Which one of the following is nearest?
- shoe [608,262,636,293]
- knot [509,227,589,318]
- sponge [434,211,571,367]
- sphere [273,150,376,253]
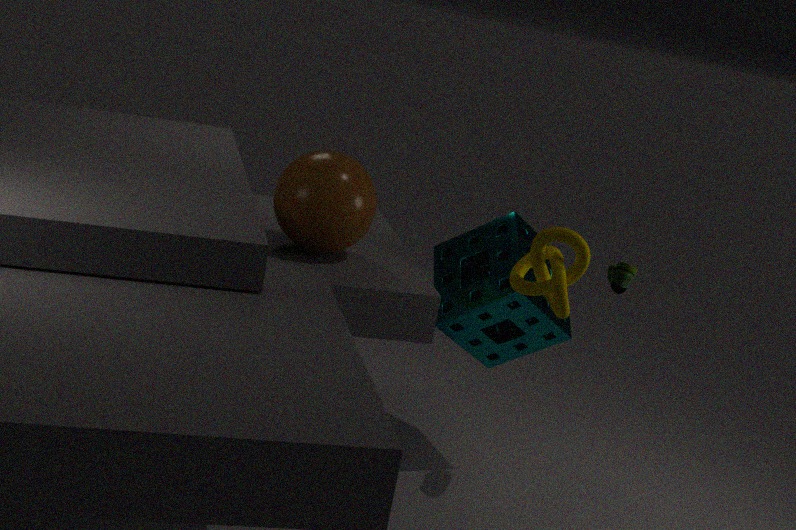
knot [509,227,589,318]
